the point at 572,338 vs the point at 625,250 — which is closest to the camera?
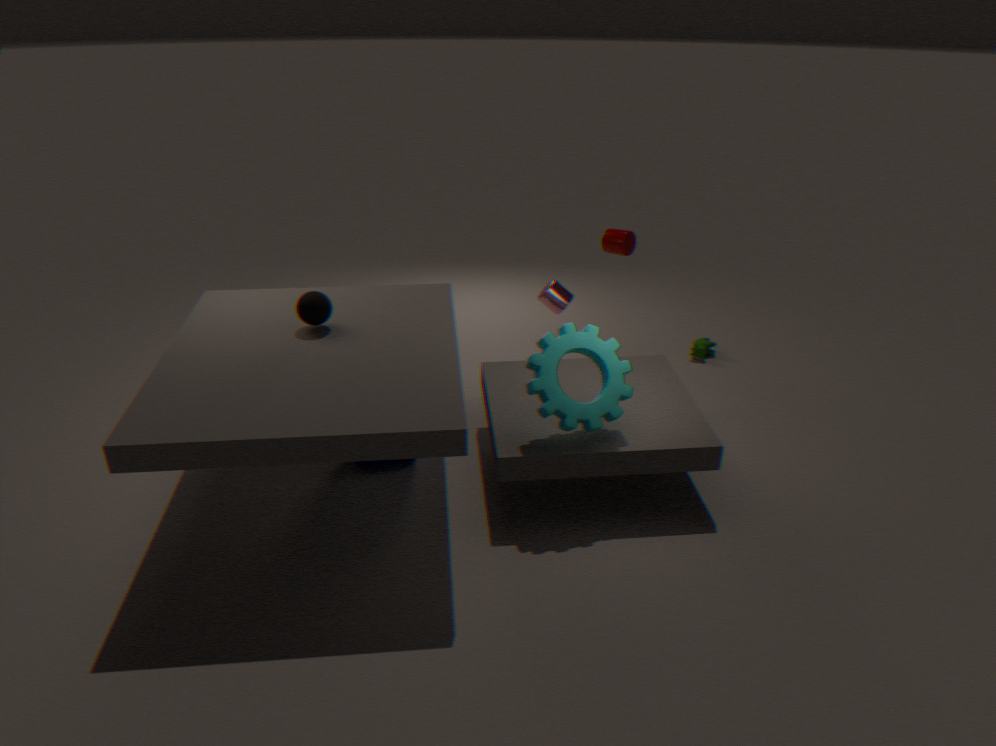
the point at 572,338
